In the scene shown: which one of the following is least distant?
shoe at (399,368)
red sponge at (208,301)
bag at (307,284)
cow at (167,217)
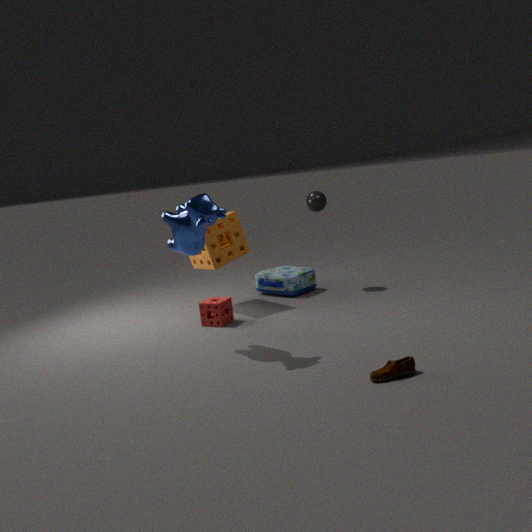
shoe at (399,368)
